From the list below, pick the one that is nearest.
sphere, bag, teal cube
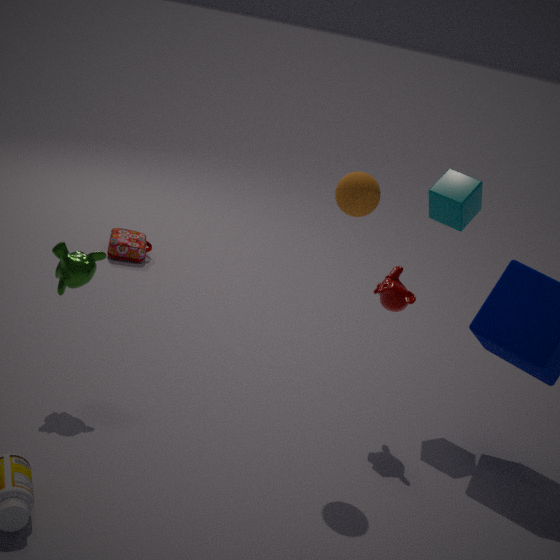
sphere
